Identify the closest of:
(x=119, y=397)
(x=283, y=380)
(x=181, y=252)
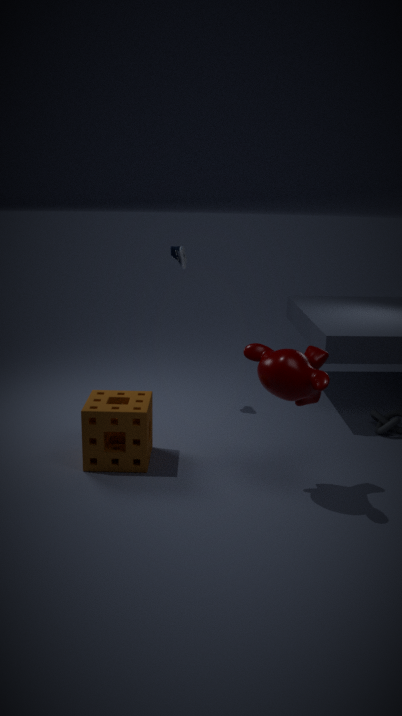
(x=283, y=380)
